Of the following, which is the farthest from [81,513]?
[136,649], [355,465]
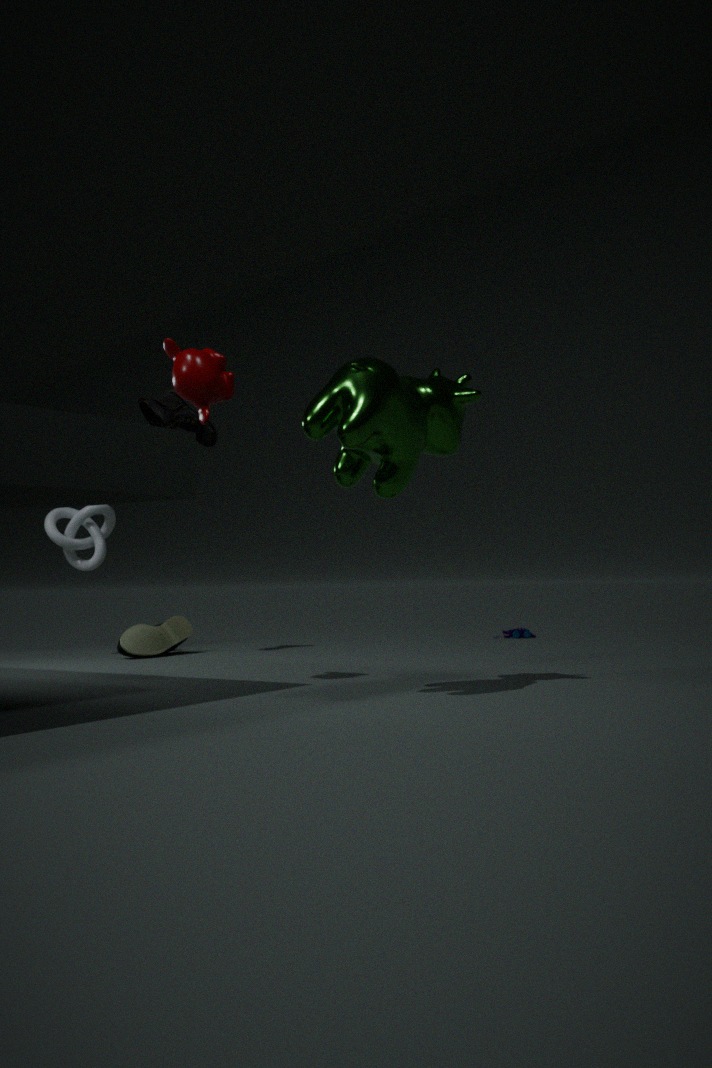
[355,465]
